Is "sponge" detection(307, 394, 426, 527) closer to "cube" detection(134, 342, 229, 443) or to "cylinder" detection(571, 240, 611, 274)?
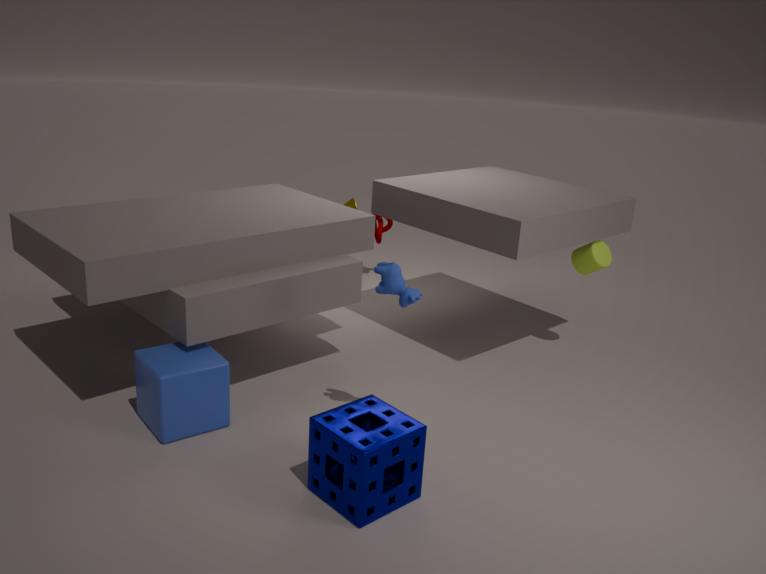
Result: "cube" detection(134, 342, 229, 443)
